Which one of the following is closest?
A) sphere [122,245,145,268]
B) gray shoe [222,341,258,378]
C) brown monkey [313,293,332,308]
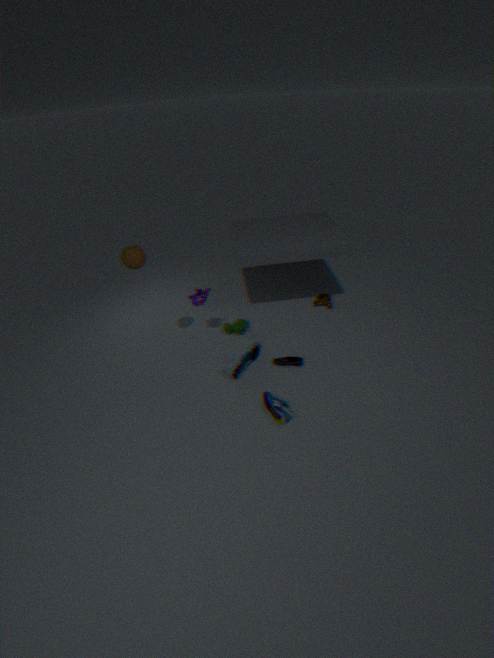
sphere [122,245,145,268]
